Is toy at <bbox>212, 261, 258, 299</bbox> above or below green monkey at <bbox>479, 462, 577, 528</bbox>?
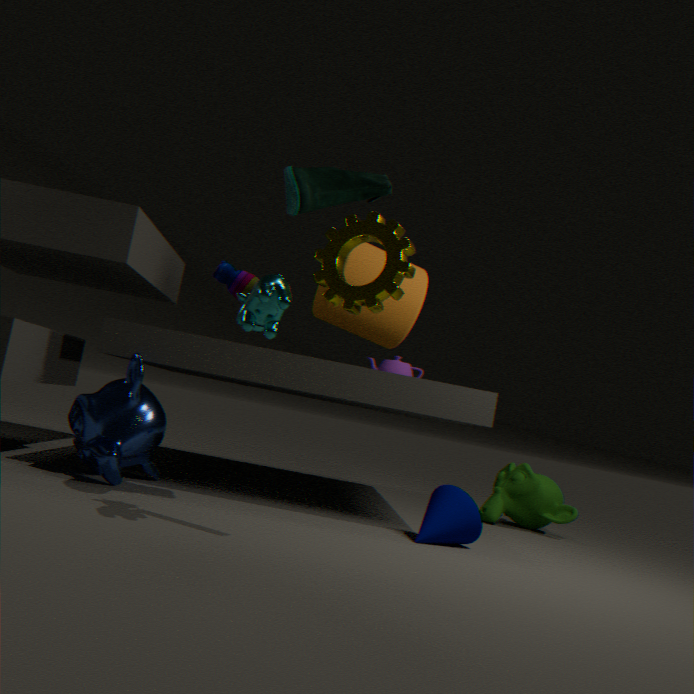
above
